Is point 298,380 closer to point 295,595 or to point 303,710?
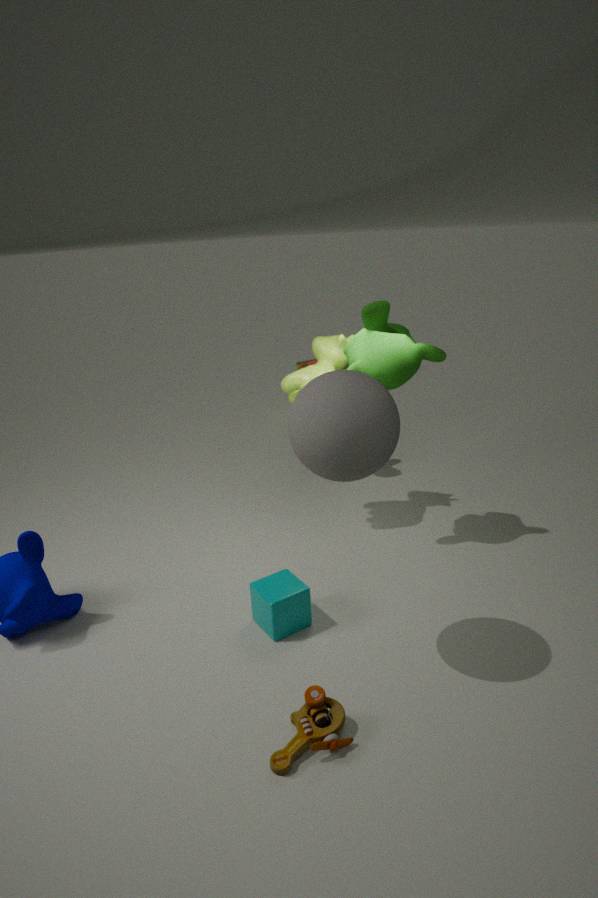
point 295,595
